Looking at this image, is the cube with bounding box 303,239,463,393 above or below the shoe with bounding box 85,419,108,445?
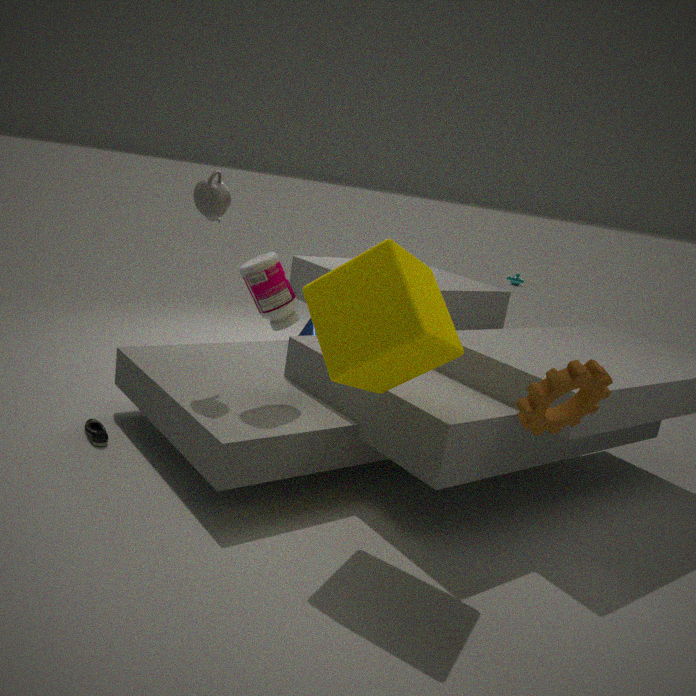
above
